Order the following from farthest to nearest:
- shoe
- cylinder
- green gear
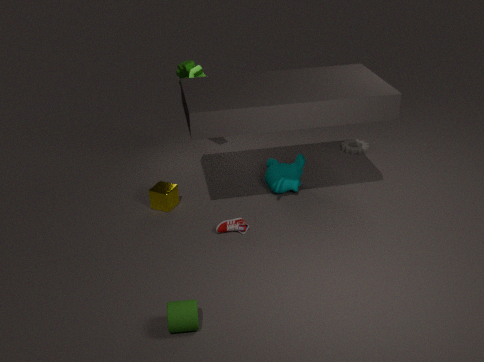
1. green gear
2. shoe
3. cylinder
